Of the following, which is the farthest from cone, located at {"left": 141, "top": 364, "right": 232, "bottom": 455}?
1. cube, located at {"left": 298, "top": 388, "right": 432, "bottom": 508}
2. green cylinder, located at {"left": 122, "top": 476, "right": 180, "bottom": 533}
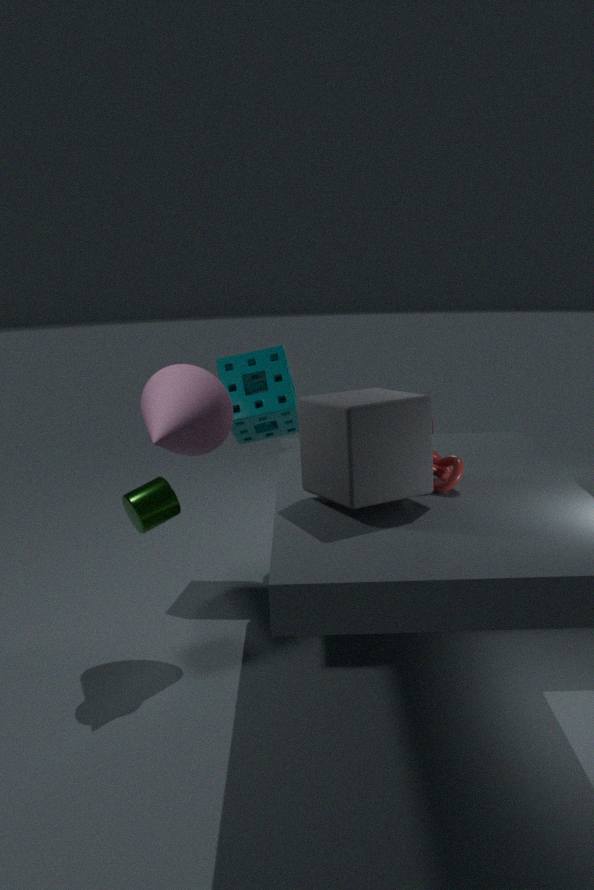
cube, located at {"left": 298, "top": 388, "right": 432, "bottom": 508}
